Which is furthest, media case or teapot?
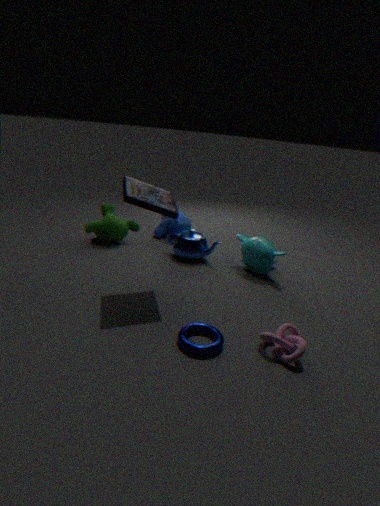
teapot
